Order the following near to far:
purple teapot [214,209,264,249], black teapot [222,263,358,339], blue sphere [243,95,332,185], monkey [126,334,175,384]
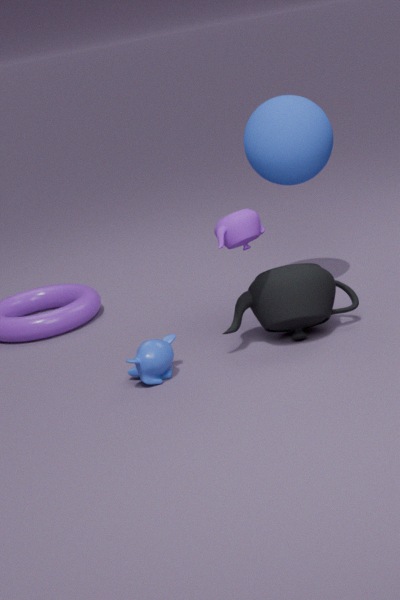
purple teapot [214,209,264,249], monkey [126,334,175,384], black teapot [222,263,358,339], blue sphere [243,95,332,185]
